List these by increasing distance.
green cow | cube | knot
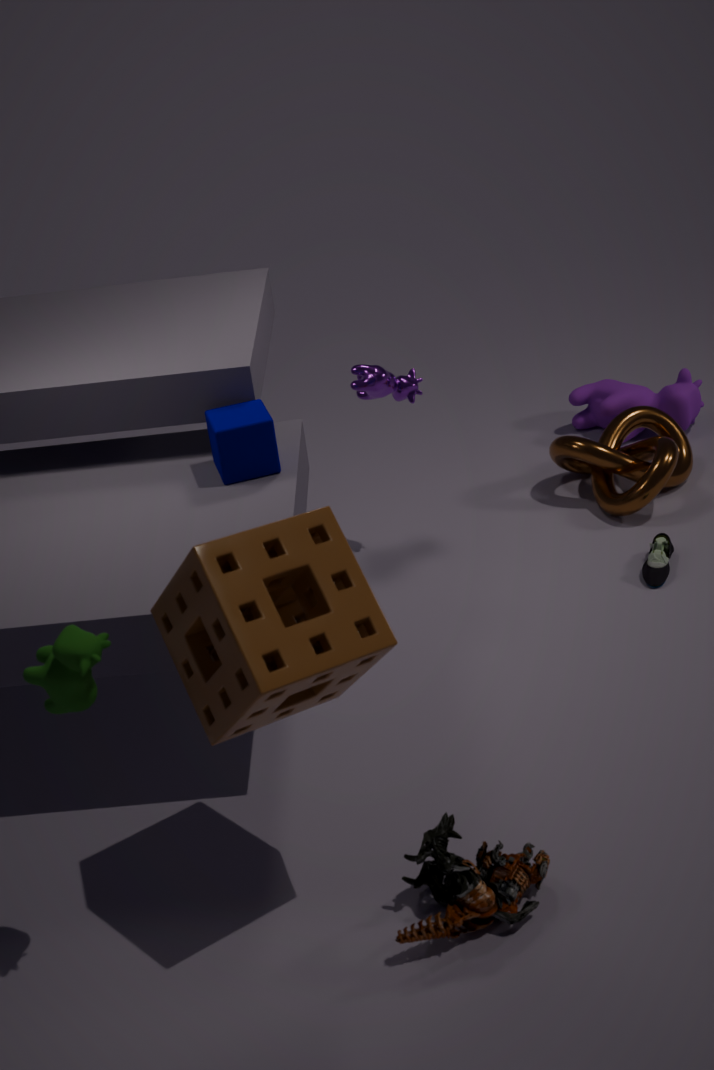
green cow, cube, knot
